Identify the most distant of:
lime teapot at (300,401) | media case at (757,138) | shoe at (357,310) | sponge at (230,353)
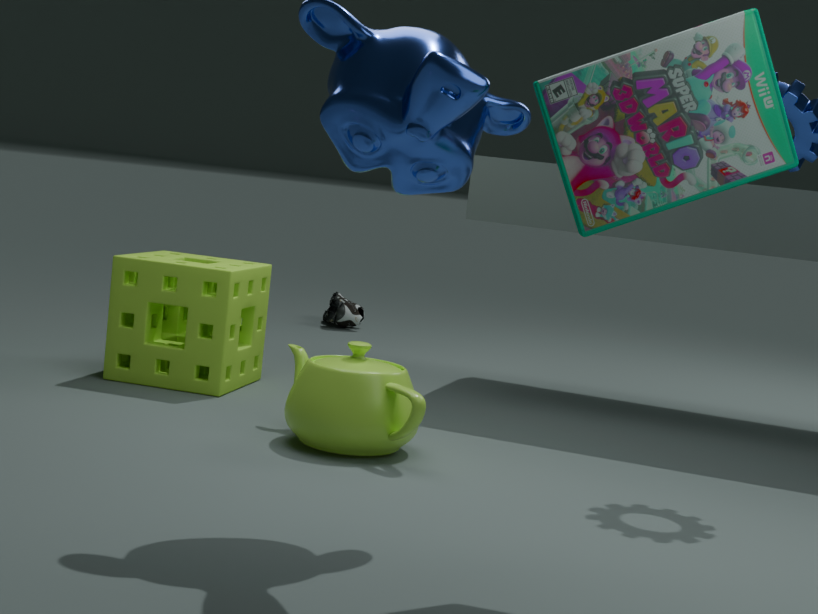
shoe at (357,310)
